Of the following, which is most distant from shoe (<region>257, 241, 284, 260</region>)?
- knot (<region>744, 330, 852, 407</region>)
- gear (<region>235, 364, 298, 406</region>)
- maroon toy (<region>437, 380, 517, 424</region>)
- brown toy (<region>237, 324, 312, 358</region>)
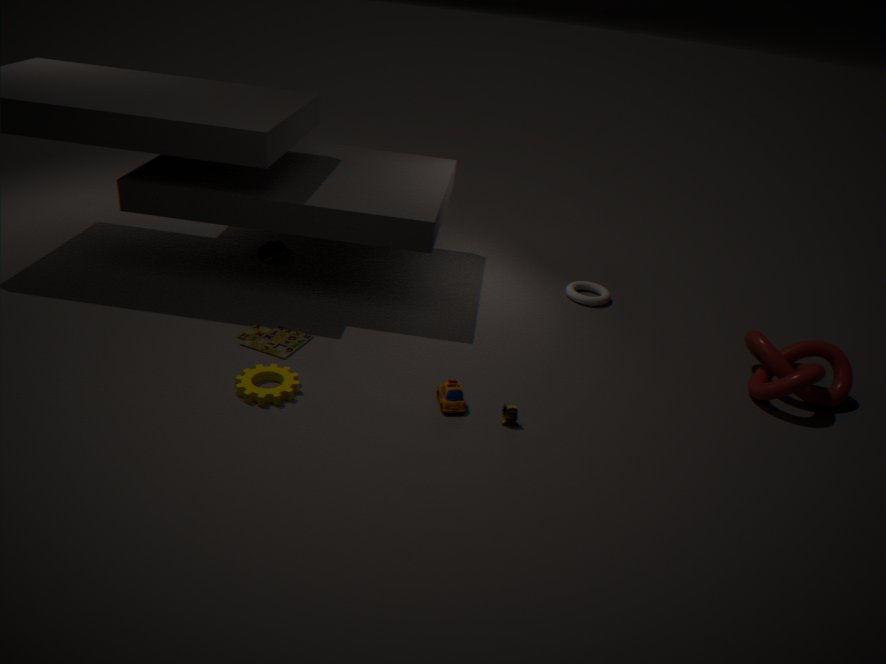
knot (<region>744, 330, 852, 407</region>)
